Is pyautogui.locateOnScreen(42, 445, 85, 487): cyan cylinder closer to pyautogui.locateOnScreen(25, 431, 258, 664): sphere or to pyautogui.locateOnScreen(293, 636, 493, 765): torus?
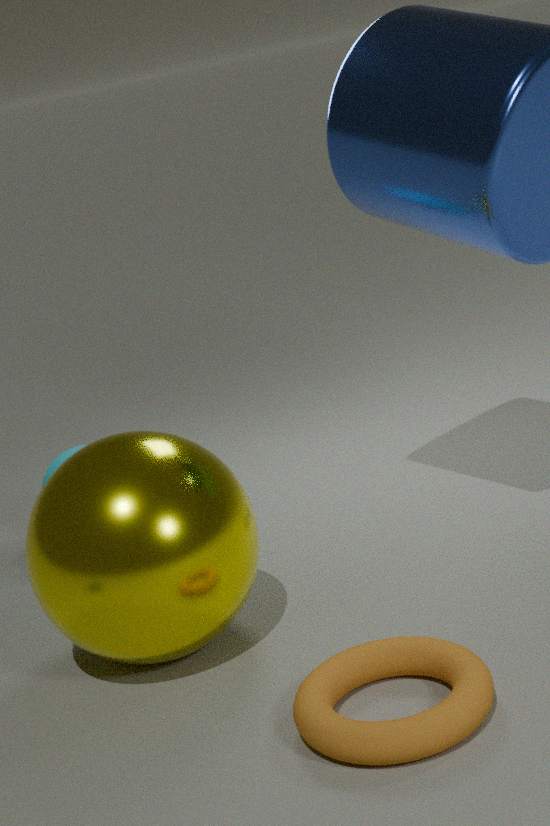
pyautogui.locateOnScreen(25, 431, 258, 664): sphere
